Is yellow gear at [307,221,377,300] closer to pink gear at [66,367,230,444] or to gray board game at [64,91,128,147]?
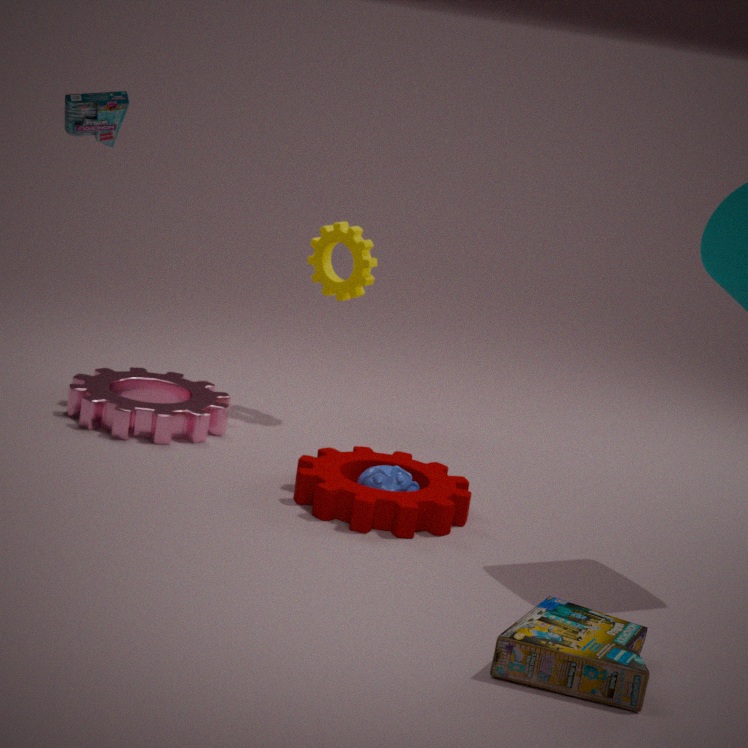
pink gear at [66,367,230,444]
